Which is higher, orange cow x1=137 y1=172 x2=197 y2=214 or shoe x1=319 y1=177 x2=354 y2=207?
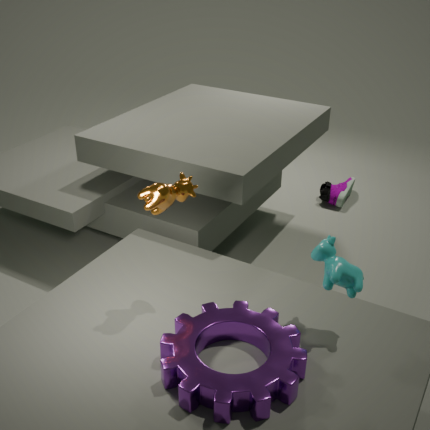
orange cow x1=137 y1=172 x2=197 y2=214
